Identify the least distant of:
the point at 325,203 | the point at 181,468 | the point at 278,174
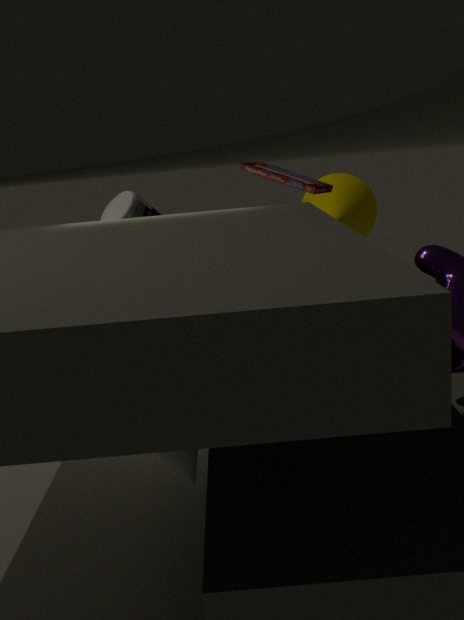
the point at 181,468
